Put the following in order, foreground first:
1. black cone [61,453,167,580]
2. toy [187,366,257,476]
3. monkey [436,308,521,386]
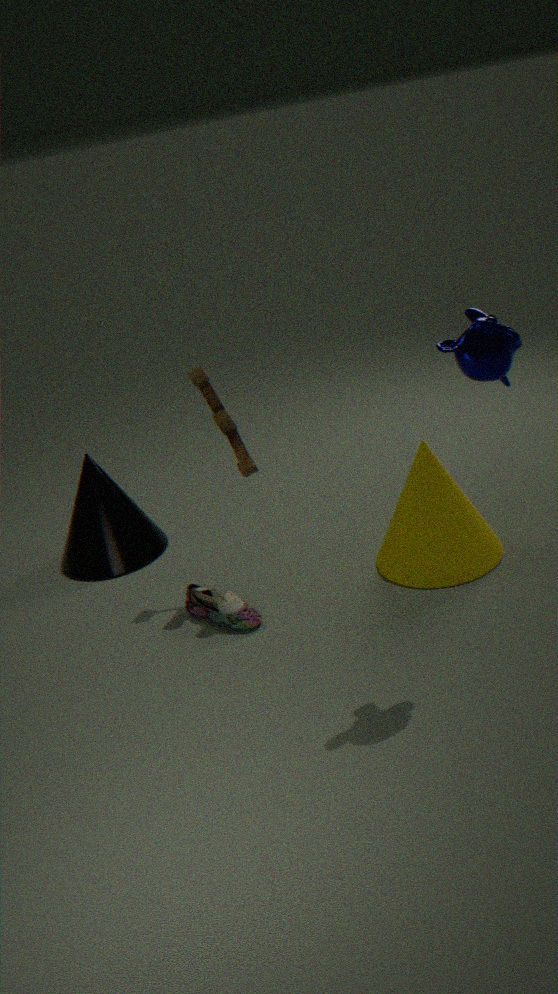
monkey [436,308,521,386] → toy [187,366,257,476] → black cone [61,453,167,580]
